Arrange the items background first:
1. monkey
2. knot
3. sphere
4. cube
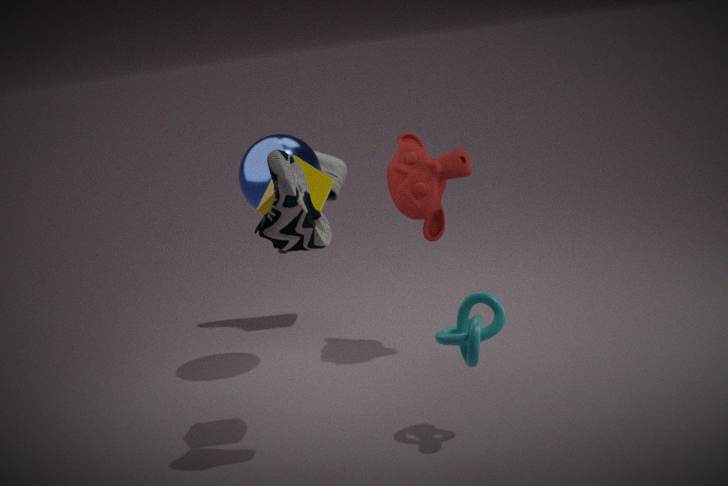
1. monkey
2. sphere
3. cube
4. knot
